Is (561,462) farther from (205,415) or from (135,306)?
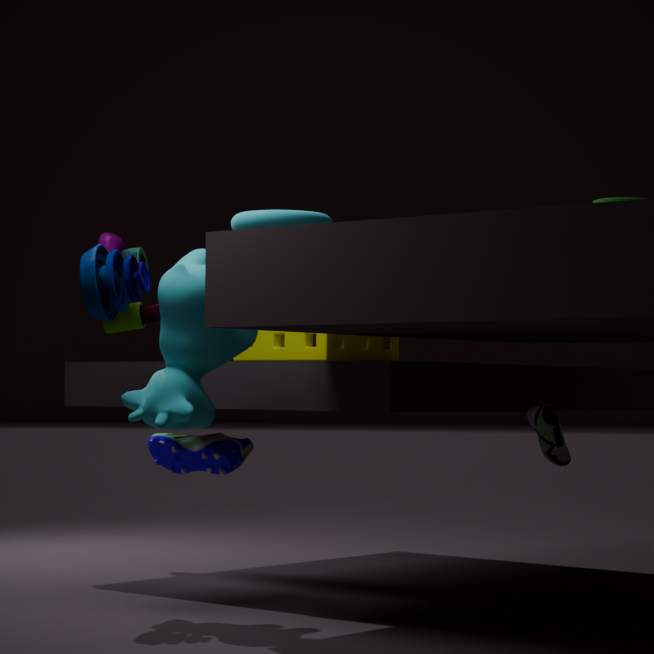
(135,306)
